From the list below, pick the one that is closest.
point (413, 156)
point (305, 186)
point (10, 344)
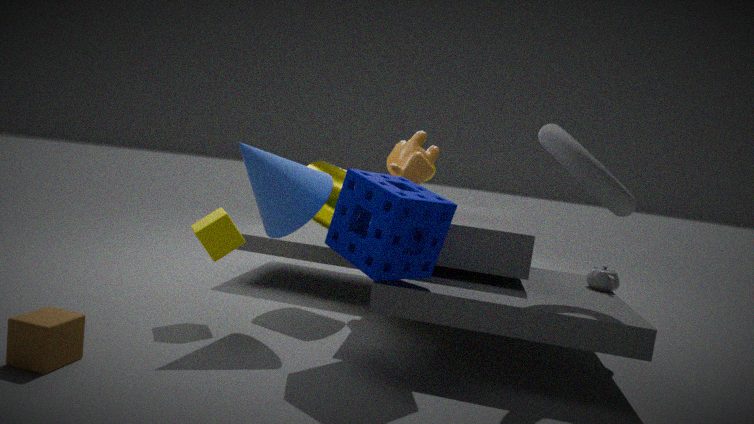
point (10, 344)
